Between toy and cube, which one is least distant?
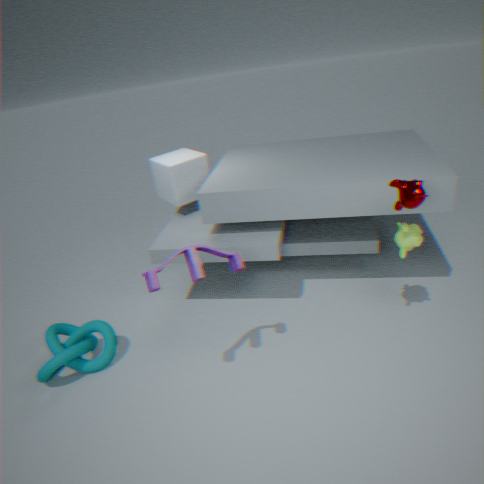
toy
